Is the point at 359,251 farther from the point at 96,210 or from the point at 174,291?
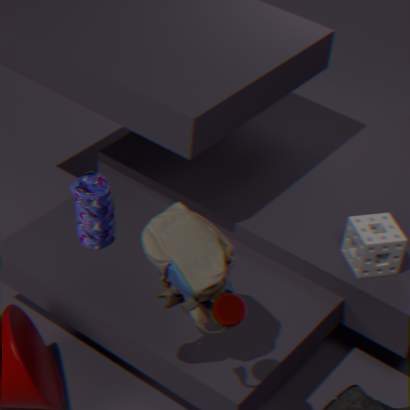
the point at 96,210
